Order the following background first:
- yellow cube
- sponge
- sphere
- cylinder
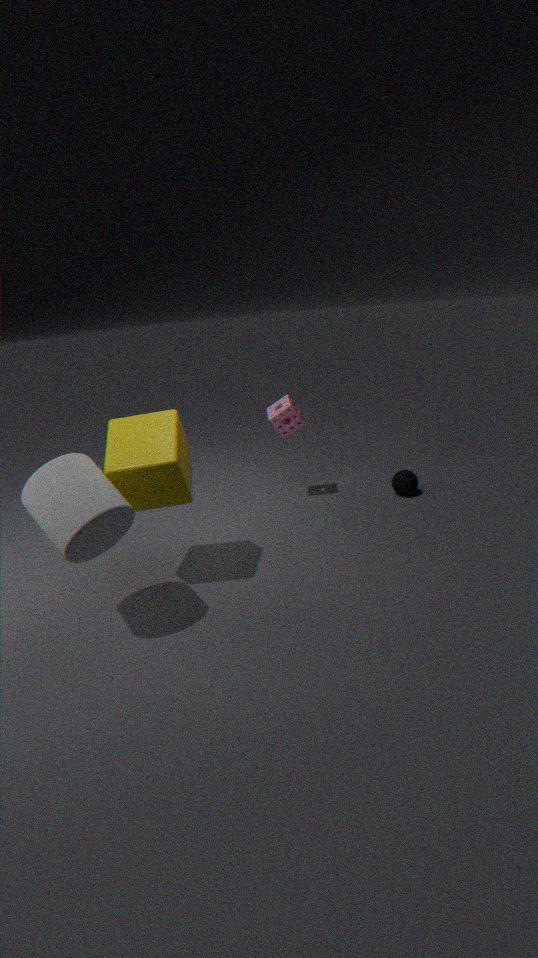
1. sphere
2. sponge
3. yellow cube
4. cylinder
